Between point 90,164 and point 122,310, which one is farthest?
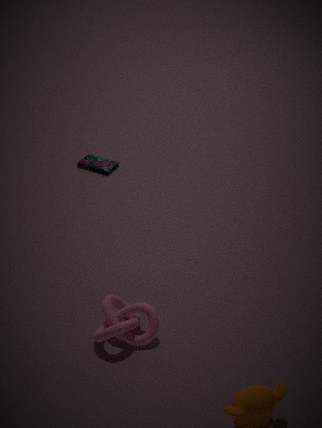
point 90,164
